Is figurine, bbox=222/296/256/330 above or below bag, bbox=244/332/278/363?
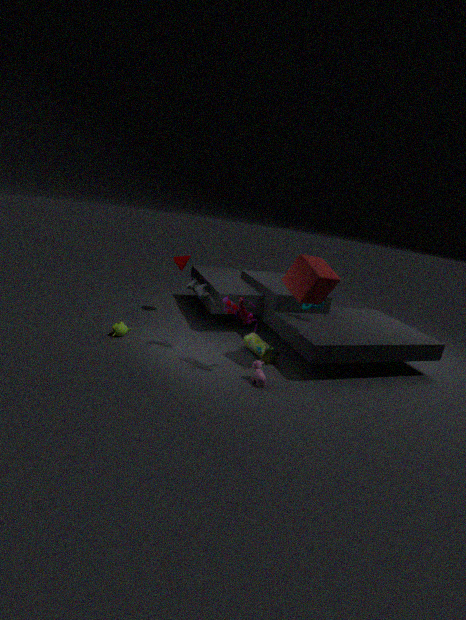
above
